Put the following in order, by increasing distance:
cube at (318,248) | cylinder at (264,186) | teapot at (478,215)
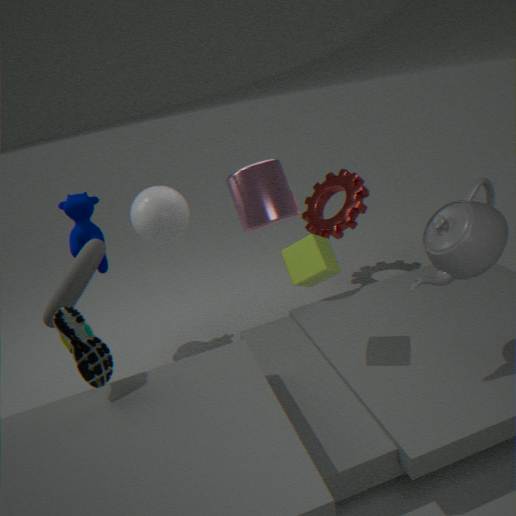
teapot at (478,215) → cube at (318,248) → cylinder at (264,186)
